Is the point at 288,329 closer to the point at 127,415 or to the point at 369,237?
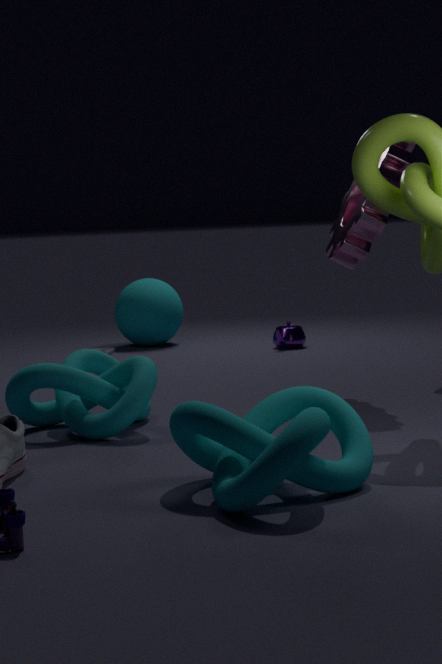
the point at 369,237
